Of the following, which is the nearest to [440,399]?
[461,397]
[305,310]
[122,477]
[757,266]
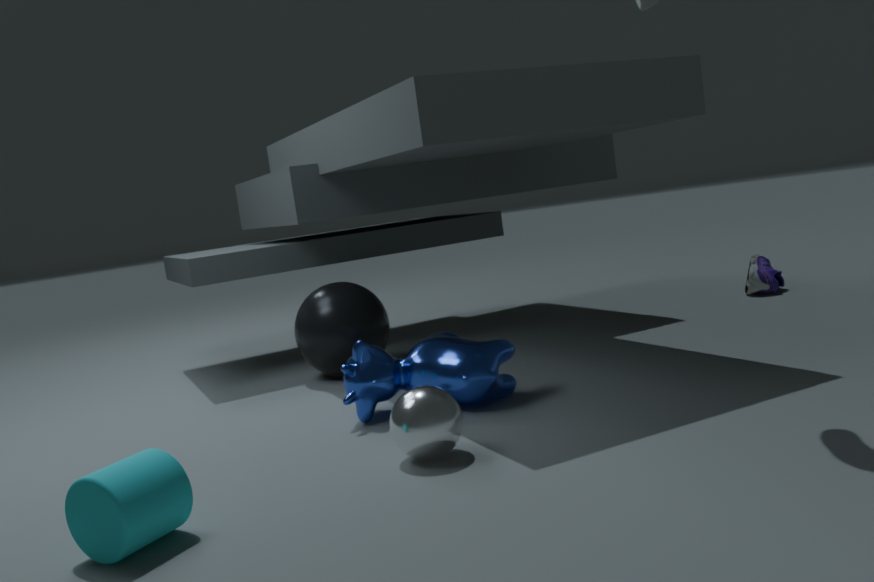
[461,397]
